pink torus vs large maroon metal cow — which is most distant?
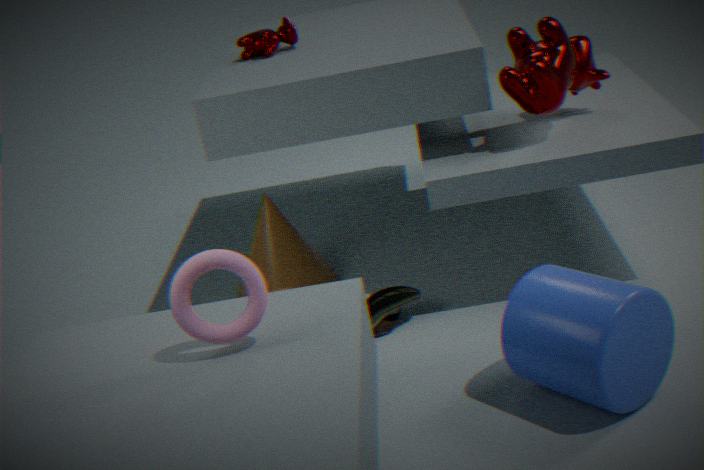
large maroon metal cow
